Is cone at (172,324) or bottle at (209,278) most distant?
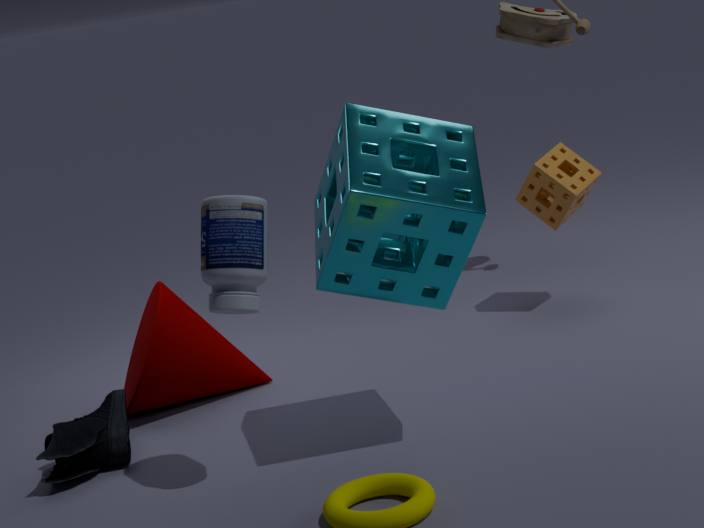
cone at (172,324)
